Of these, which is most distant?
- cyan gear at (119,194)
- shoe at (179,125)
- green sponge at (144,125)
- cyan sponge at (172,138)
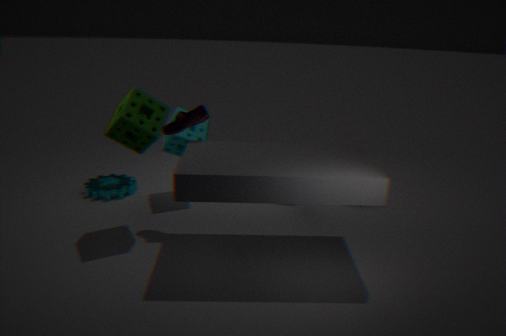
cyan gear at (119,194)
